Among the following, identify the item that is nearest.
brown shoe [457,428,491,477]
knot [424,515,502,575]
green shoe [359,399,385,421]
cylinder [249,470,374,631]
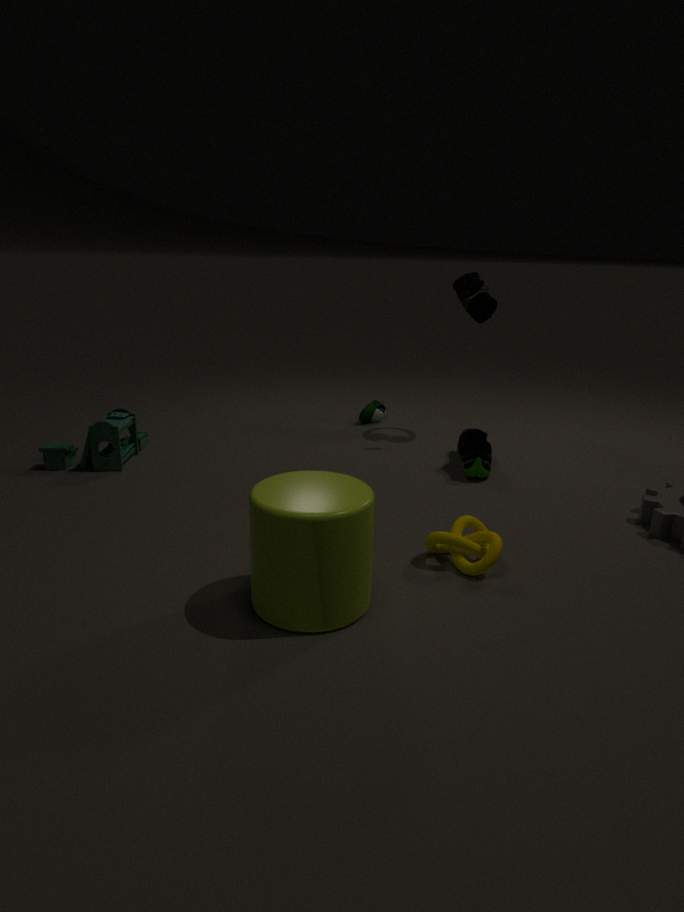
cylinder [249,470,374,631]
